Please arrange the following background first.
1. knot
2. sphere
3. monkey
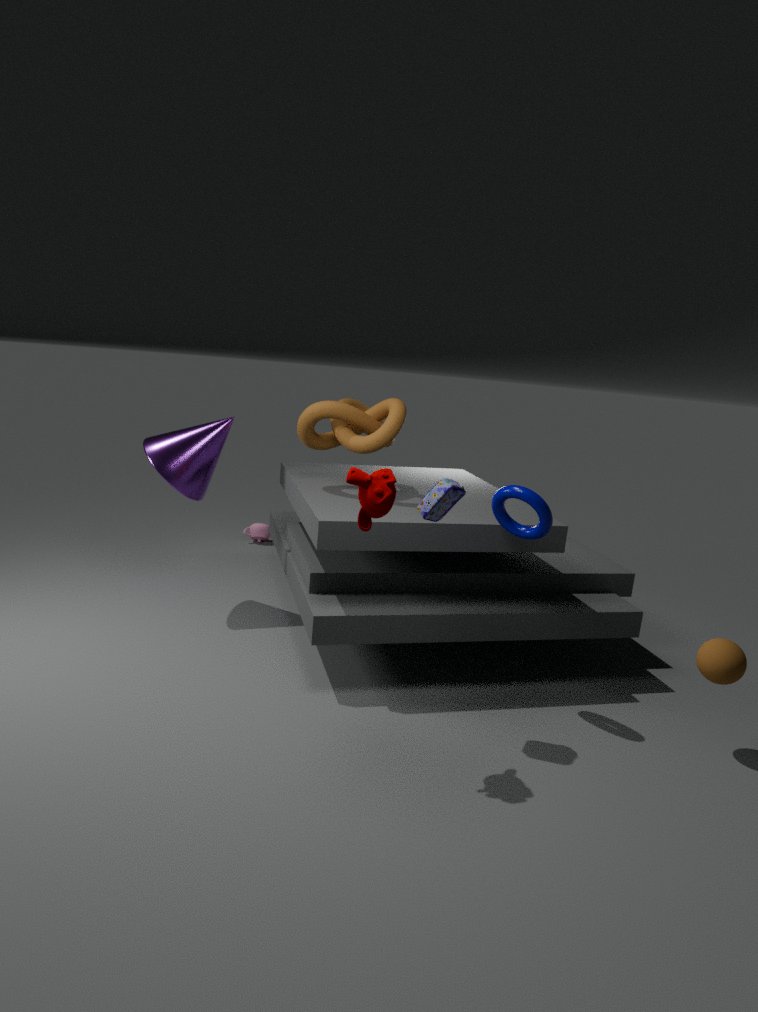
knot → sphere → monkey
